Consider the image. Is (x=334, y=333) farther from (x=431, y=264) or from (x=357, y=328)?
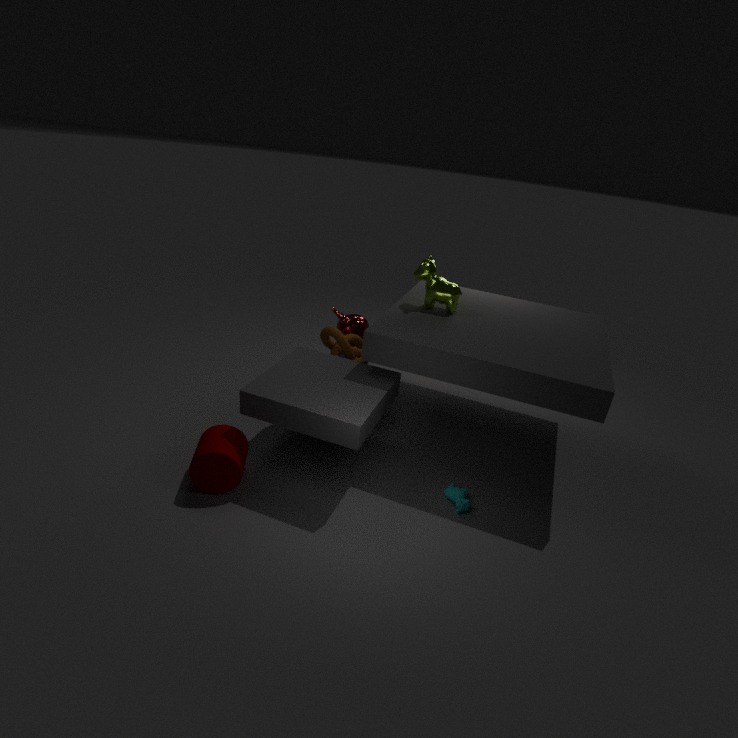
(x=431, y=264)
